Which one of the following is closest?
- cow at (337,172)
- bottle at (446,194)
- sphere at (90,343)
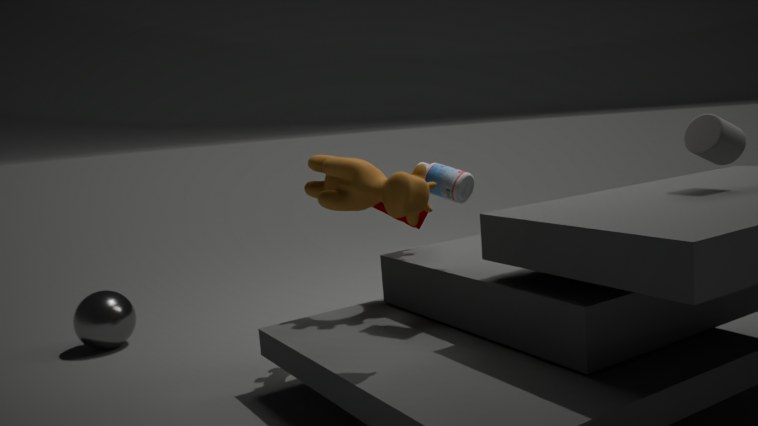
cow at (337,172)
